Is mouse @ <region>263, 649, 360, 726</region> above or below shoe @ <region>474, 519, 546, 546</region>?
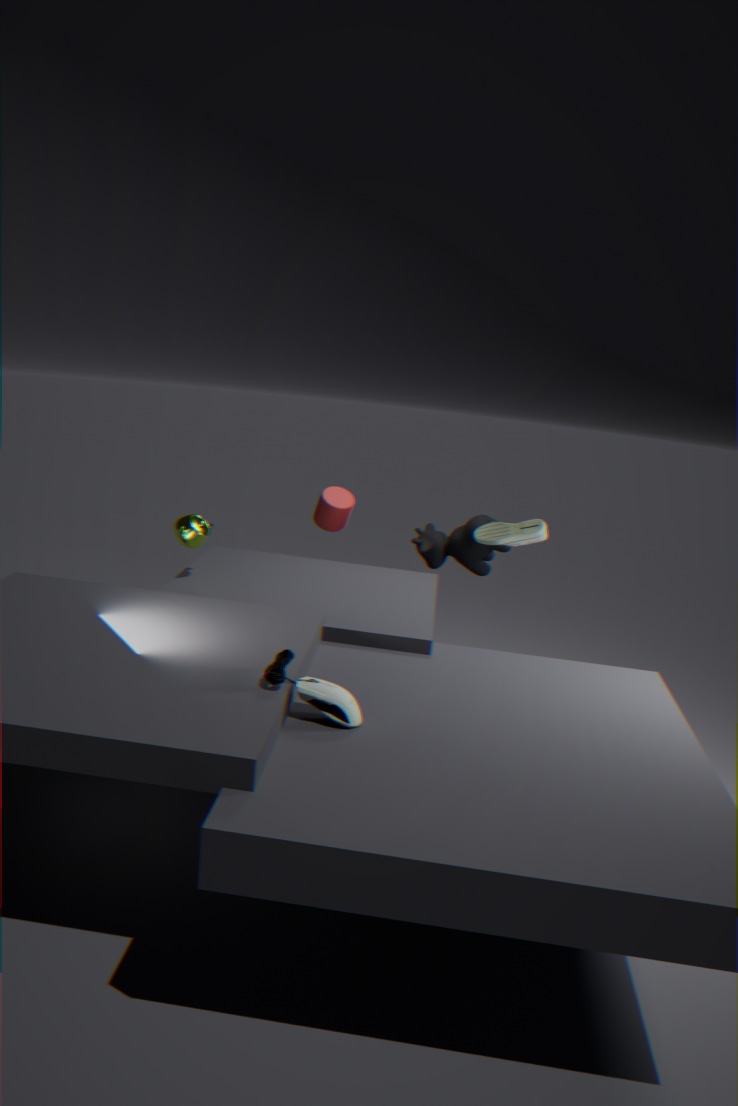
below
